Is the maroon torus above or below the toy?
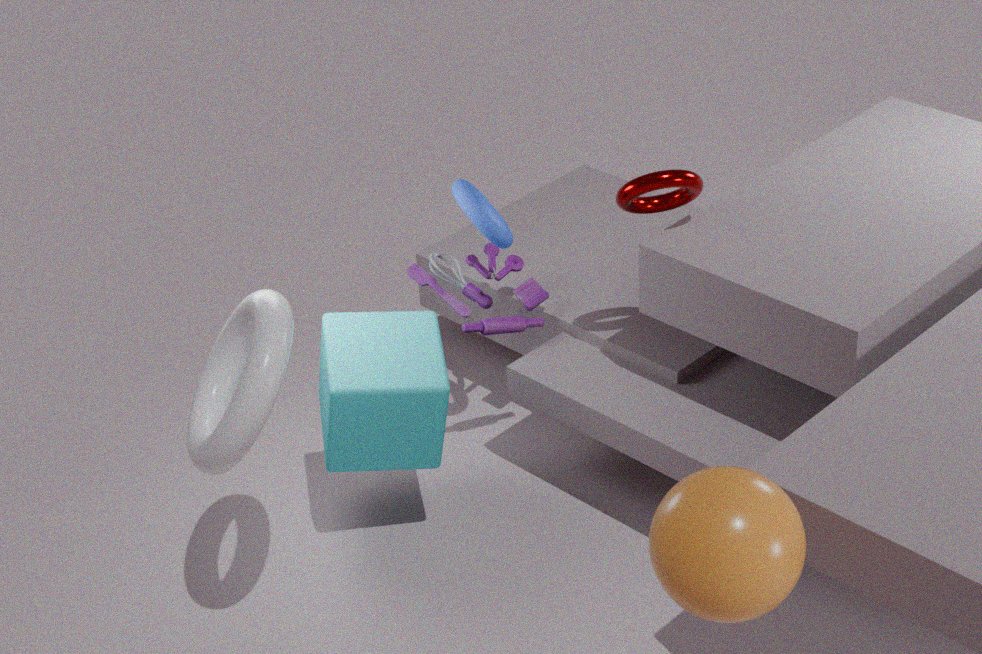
above
